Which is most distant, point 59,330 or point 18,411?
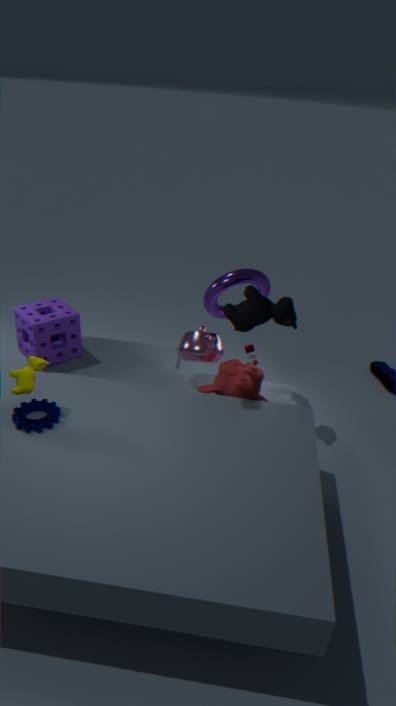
point 59,330
